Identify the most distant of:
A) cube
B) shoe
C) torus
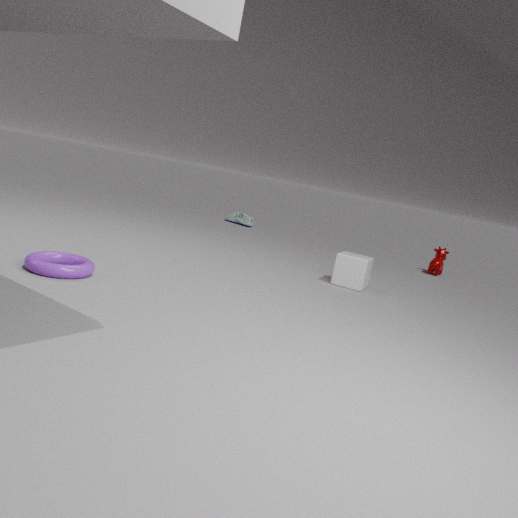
shoe
